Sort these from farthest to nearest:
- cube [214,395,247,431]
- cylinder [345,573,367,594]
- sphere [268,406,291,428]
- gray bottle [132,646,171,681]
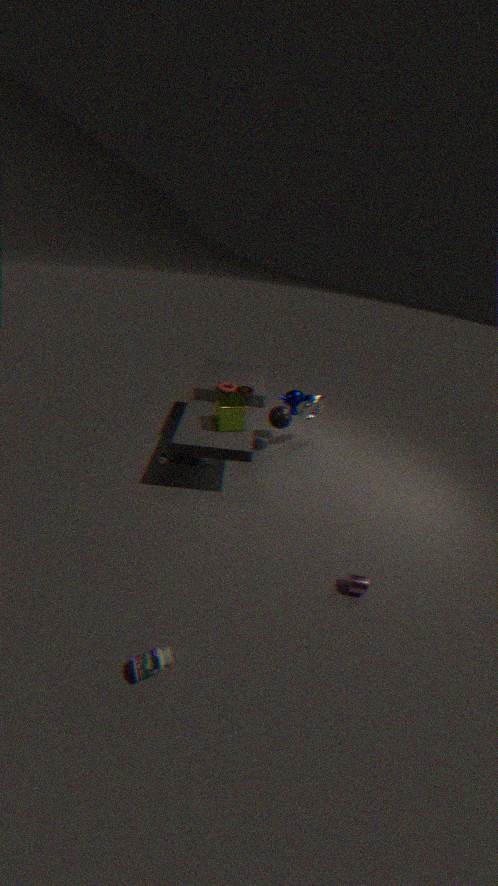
sphere [268,406,291,428], cube [214,395,247,431], cylinder [345,573,367,594], gray bottle [132,646,171,681]
